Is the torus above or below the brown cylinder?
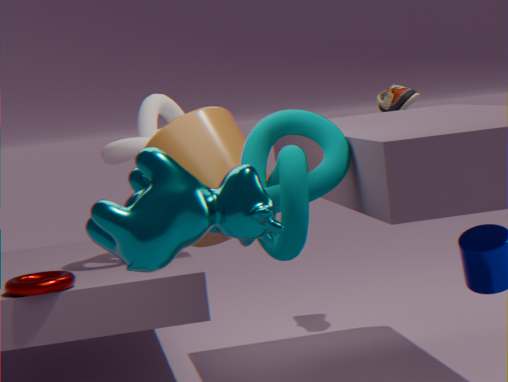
below
